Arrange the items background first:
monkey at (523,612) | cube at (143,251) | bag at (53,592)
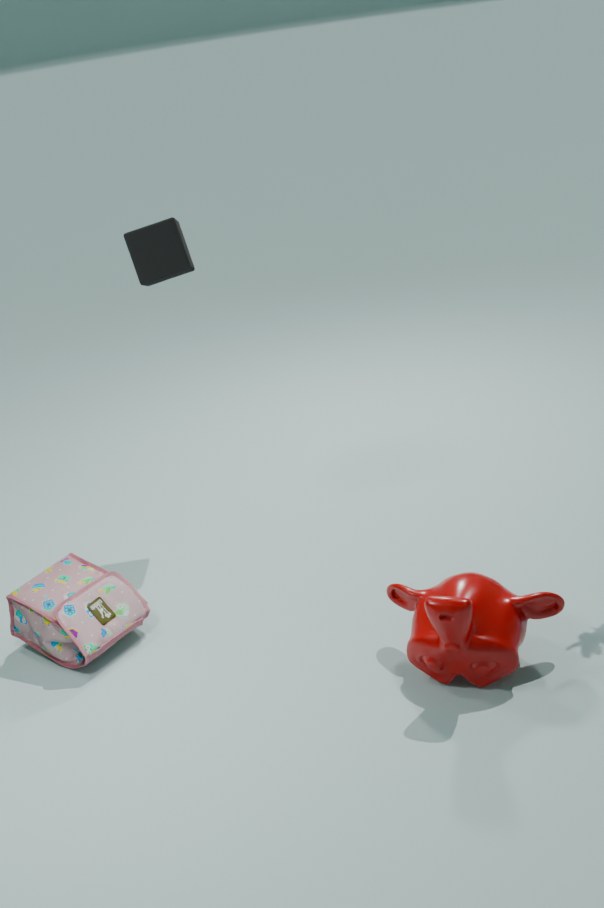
1. cube at (143,251)
2. bag at (53,592)
3. monkey at (523,612)
